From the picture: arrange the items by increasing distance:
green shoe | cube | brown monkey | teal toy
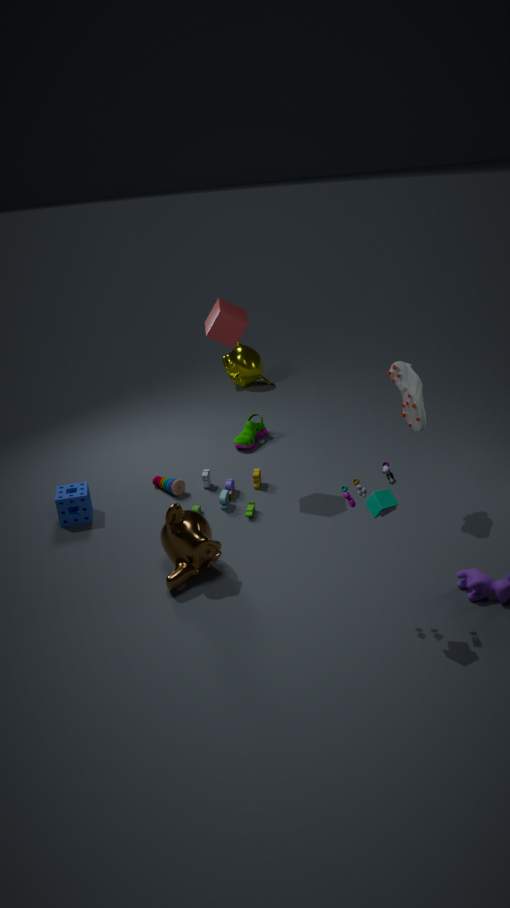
teal toy
brown monkey
cube
green shoe
